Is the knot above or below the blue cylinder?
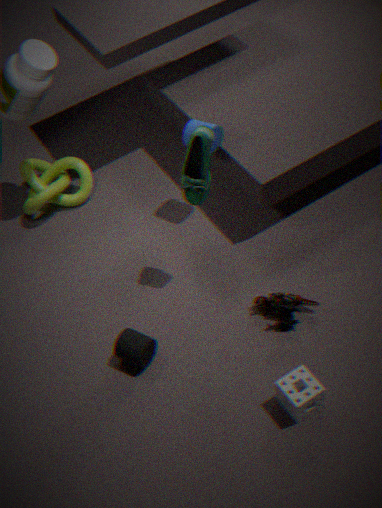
below
